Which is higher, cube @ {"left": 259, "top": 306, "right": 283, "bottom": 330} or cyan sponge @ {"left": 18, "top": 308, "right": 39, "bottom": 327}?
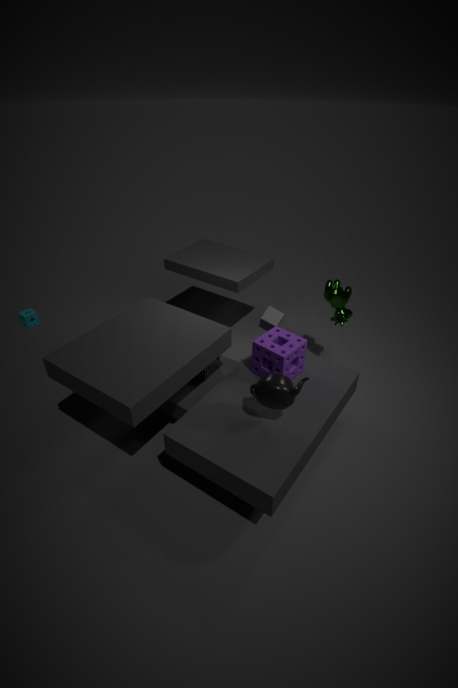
cube @ {"left": 259, "top": 306, "right": 283, "bottom": 330}
